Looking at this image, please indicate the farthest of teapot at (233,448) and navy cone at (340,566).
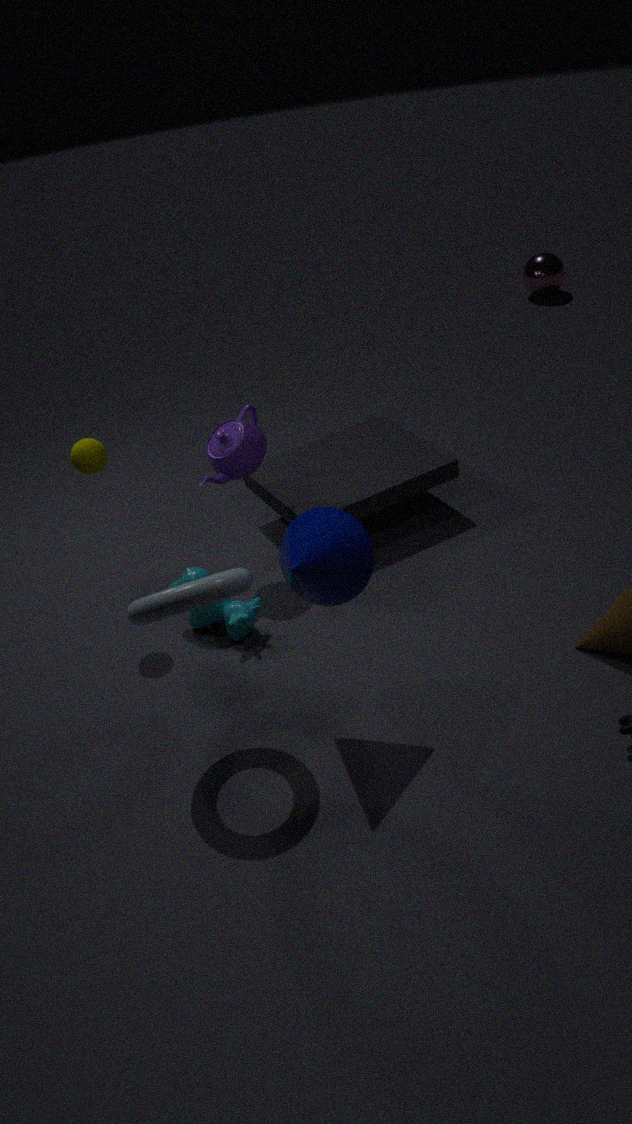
teapot at (233,448)
